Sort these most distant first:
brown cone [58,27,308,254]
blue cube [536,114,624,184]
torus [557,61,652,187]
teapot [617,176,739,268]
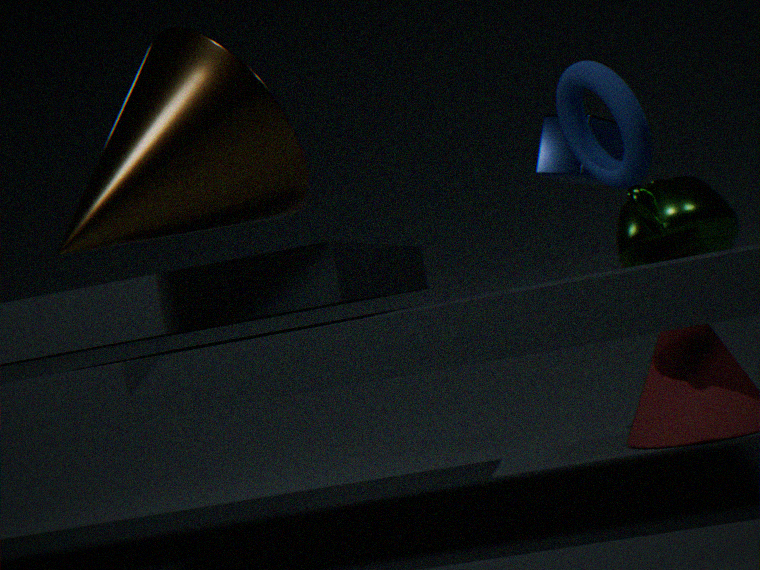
1. blue cube [536,114,624,184]
2. teapot [617,176,739,268]
3. torus [557,61,652,187]
4. brown cone [58,27,308,254]
